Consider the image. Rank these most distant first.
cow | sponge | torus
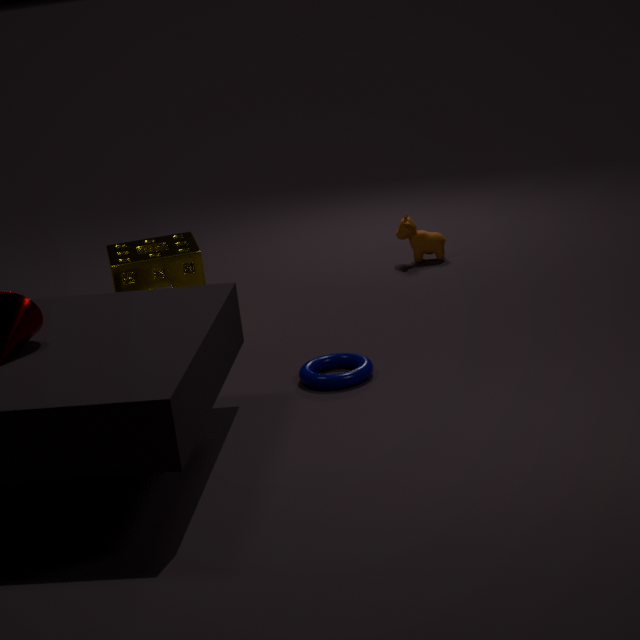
cow, sponge, torus
